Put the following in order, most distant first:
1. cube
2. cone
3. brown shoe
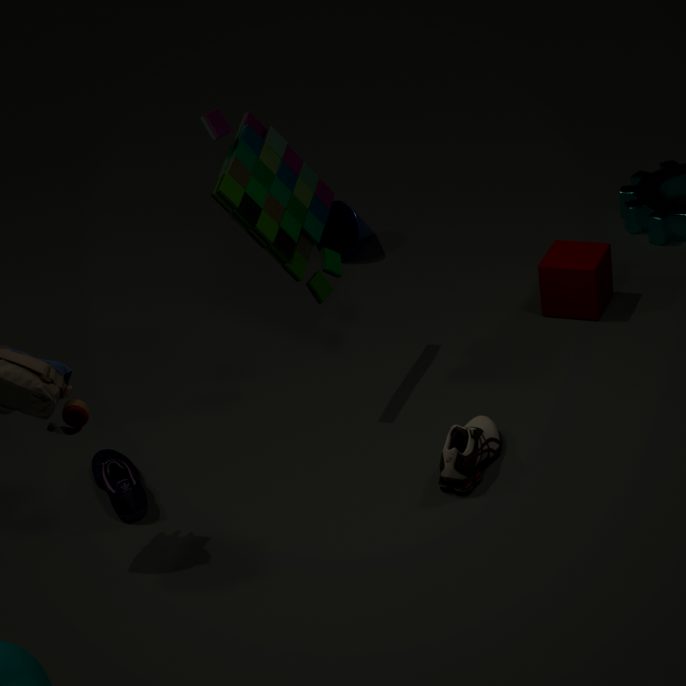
cone → cube → brown shoe
